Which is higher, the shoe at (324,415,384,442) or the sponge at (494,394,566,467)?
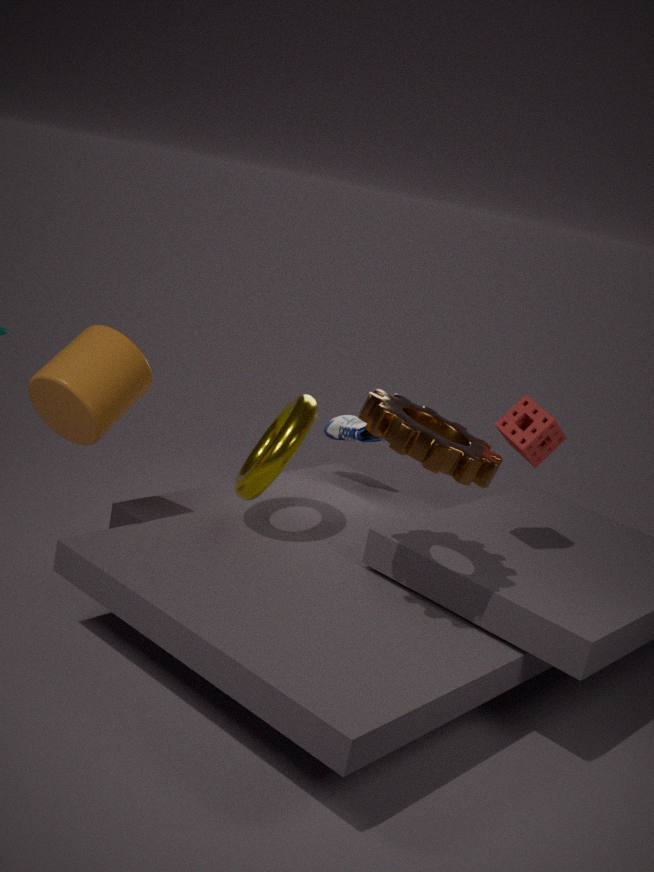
the sponge at (494,394,566,467)
